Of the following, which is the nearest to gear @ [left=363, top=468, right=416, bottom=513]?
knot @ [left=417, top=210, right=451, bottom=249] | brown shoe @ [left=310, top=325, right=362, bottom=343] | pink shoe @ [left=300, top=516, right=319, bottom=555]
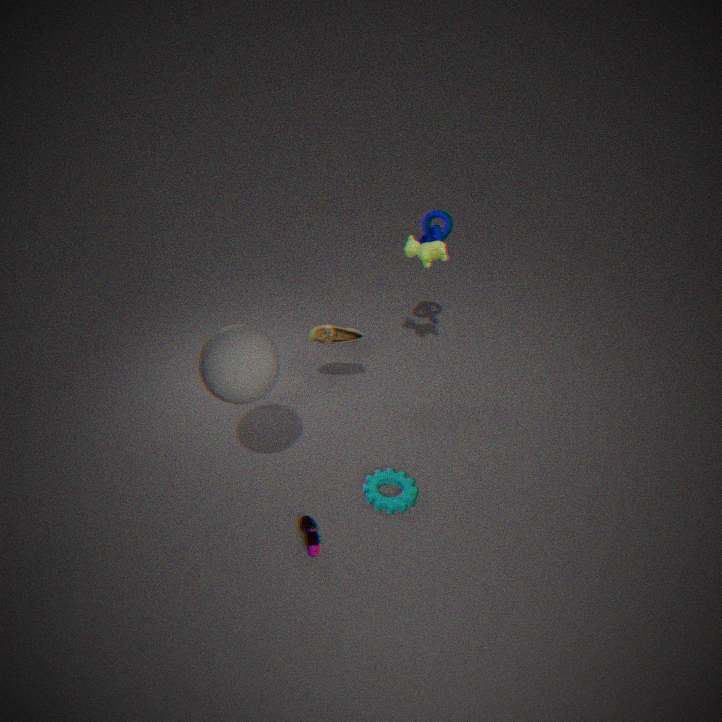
pink shoe @ [left=300, top=516, right=319, bottom=555]
